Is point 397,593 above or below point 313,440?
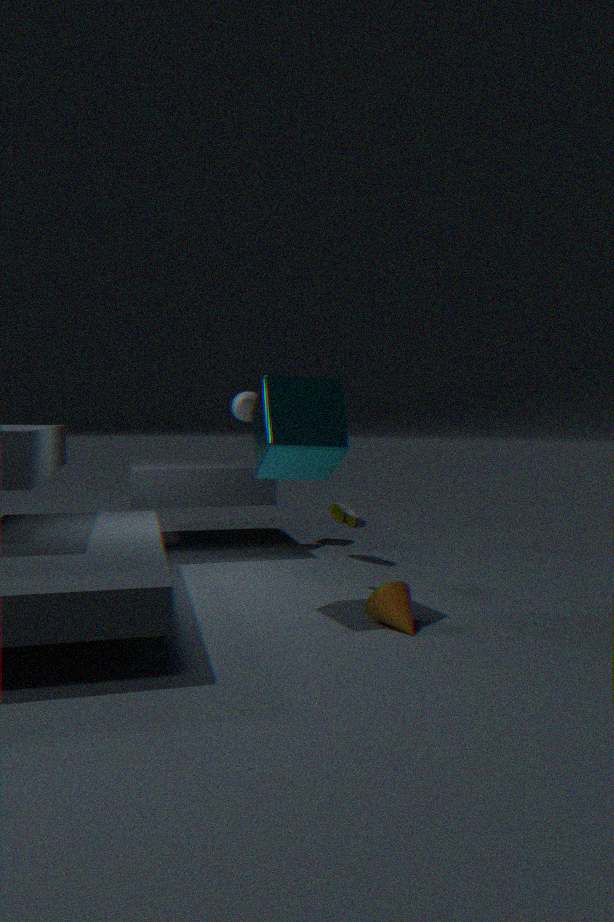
below
